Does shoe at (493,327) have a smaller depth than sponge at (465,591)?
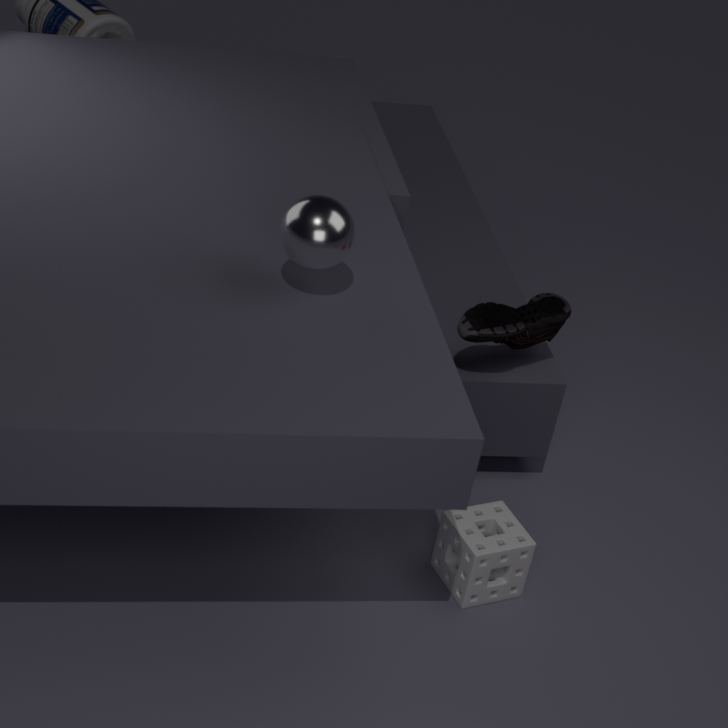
No
